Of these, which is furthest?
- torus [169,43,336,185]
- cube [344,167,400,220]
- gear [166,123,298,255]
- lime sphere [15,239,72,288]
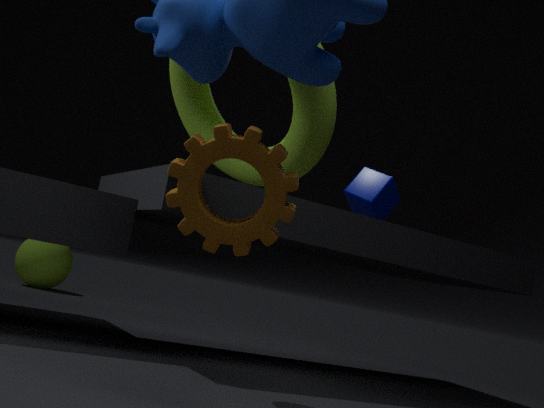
lime sphere [15,239,72,288]
